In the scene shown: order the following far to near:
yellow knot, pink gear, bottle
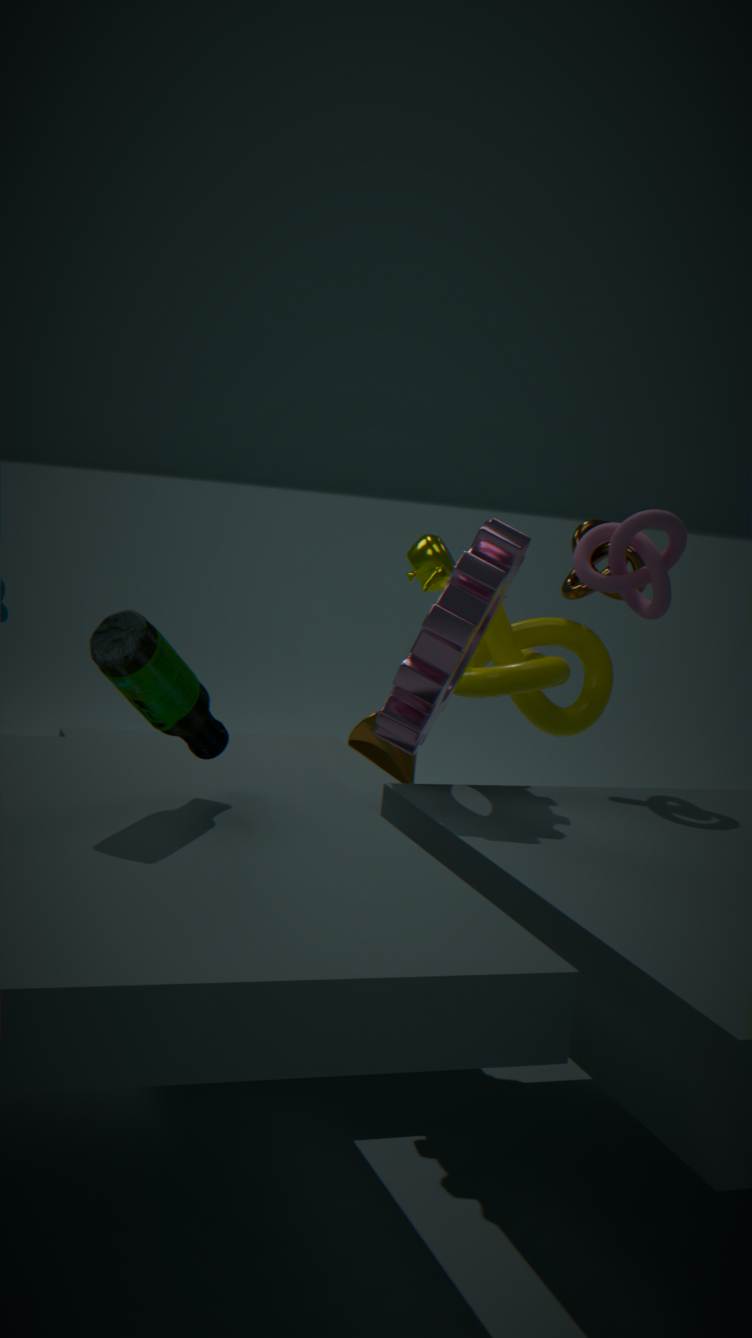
1. yellow knot
2. pink gear
3. bottle
